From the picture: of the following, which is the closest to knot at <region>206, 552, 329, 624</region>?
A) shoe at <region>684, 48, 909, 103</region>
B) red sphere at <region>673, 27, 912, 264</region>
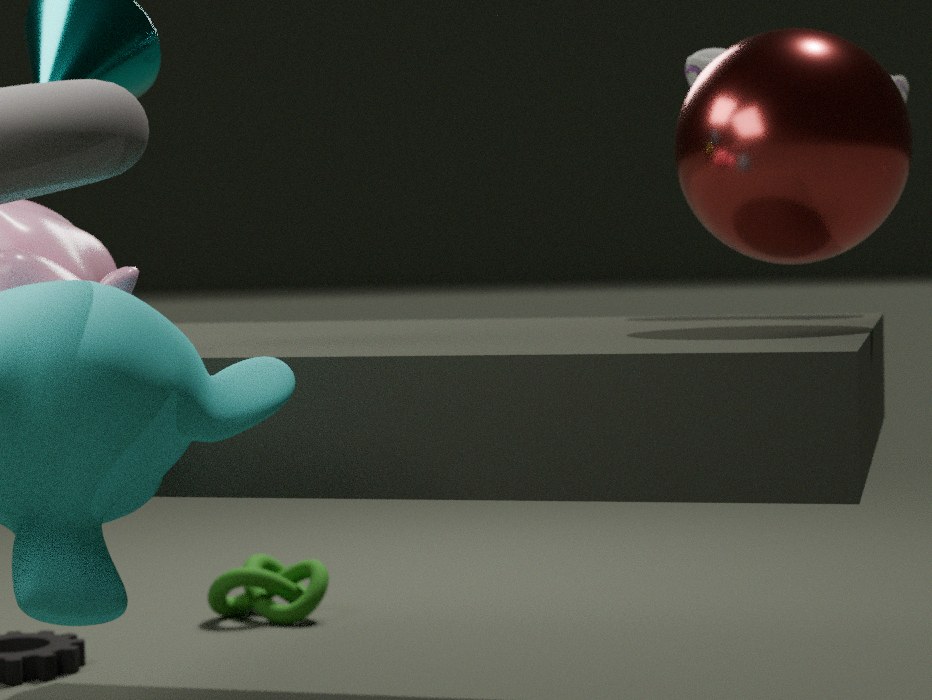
shoe at <region>684, 48, 909, 103</region>
